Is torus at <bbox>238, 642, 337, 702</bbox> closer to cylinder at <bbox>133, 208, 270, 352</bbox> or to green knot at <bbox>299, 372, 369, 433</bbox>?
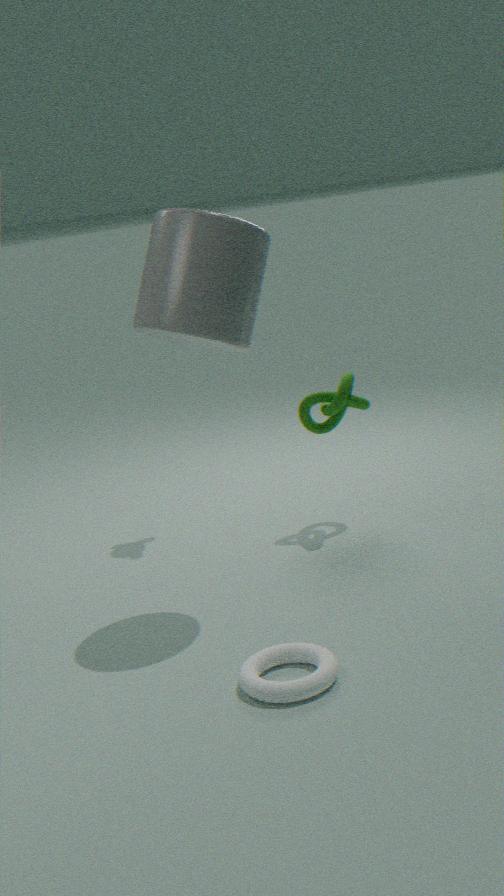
cylinder at <bbox>133, 208, 270, 352</bbox>
